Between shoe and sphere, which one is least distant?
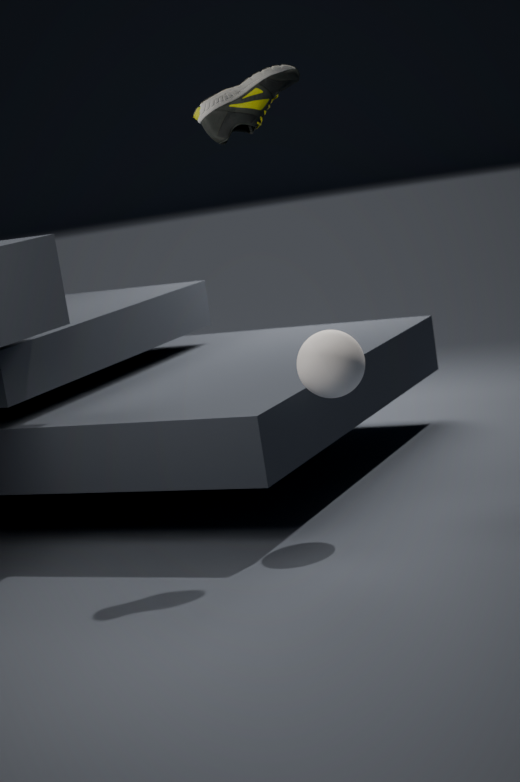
shoe
